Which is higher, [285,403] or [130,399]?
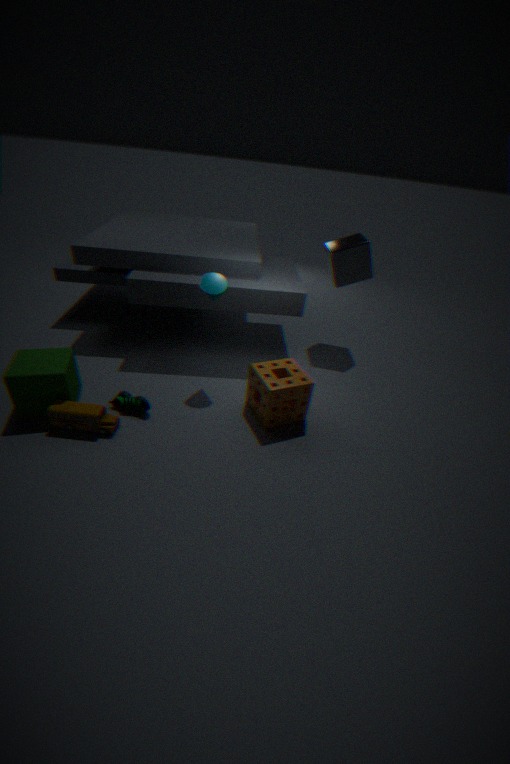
[285,403]
